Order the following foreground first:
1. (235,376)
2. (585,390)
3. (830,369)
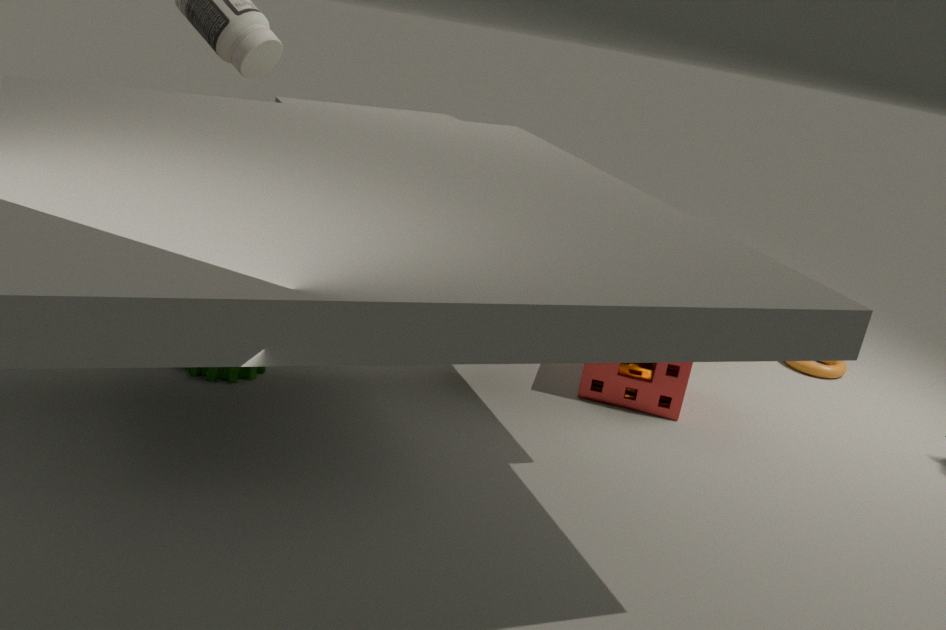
(235,376)
(585,390)
(830,369)
